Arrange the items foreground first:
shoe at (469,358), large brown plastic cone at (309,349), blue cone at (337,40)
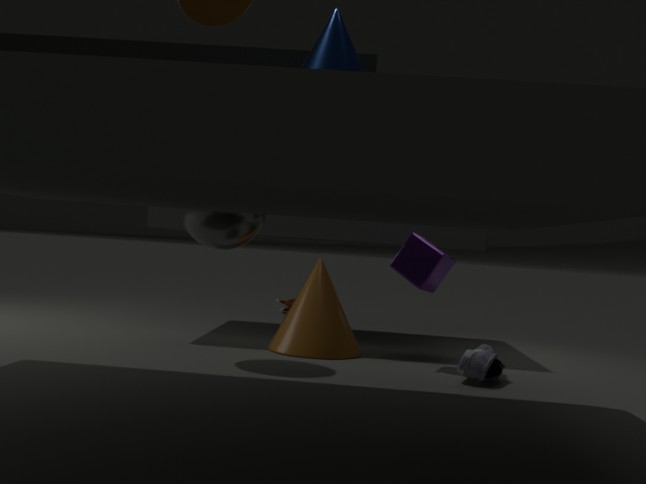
blue cone at (337,40), shoe at (469,358), large brown plastic cone at (309,349)
